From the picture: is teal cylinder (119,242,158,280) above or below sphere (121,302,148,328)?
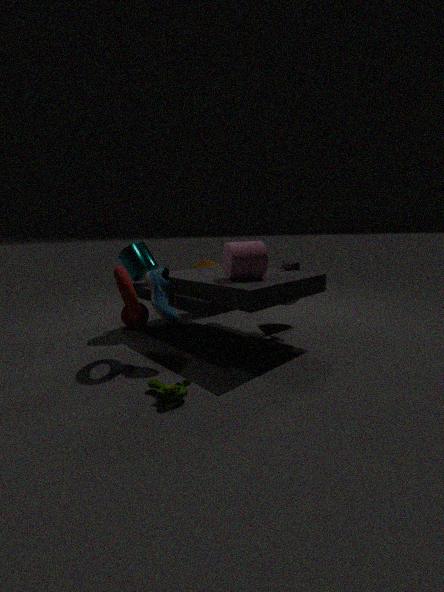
above
